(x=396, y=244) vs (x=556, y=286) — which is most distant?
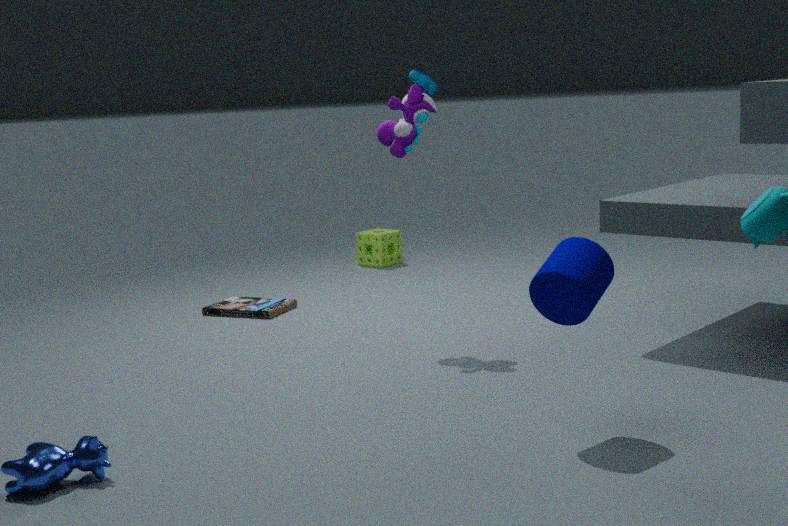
Answer: (x=396, y=244)
